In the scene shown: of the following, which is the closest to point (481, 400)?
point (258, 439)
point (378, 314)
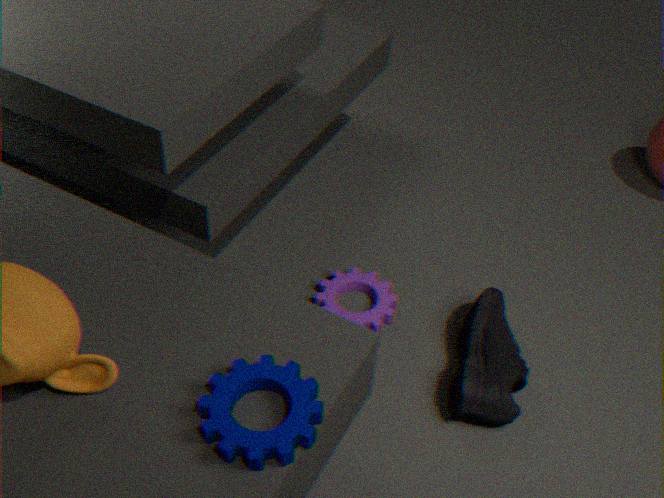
point (378, 314)
